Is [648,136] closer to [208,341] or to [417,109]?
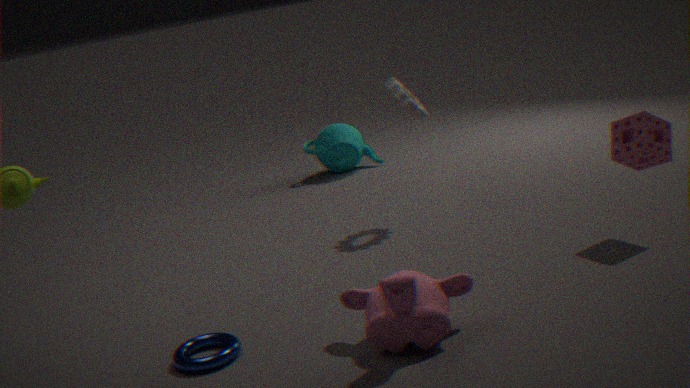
[417,109]
